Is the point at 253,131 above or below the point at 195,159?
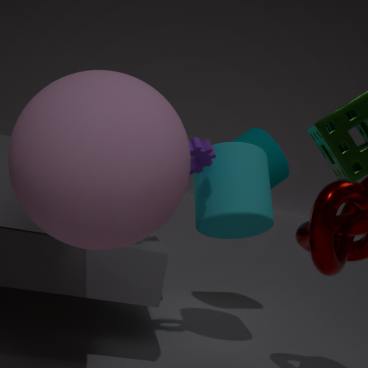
above
